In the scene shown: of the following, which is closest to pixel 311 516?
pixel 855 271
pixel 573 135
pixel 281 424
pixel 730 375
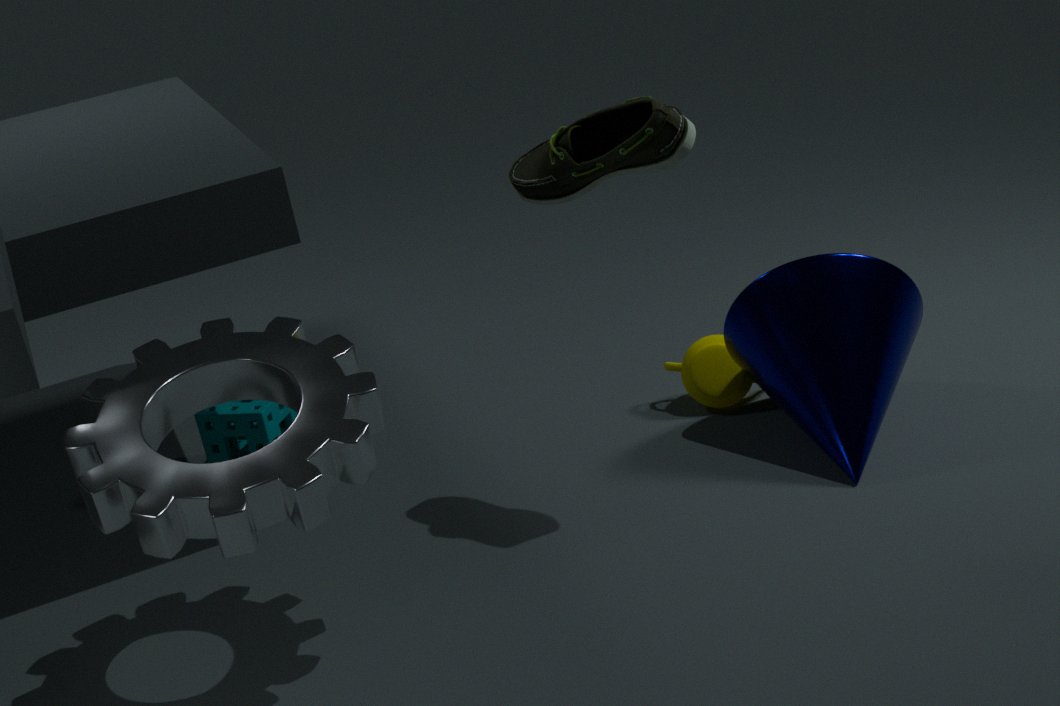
pixel 573 135
